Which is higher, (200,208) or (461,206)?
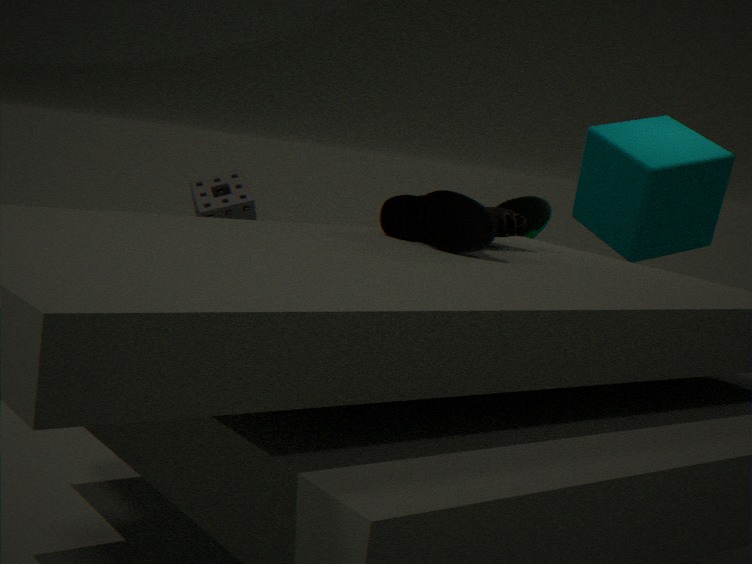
(461,206)
